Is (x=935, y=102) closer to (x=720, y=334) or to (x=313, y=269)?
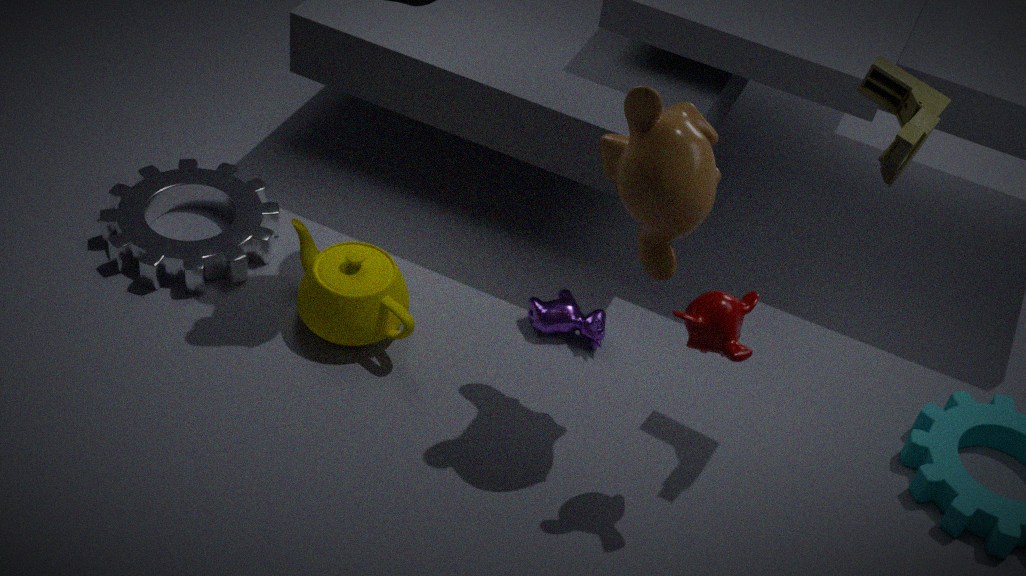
(x=720, y=334)
